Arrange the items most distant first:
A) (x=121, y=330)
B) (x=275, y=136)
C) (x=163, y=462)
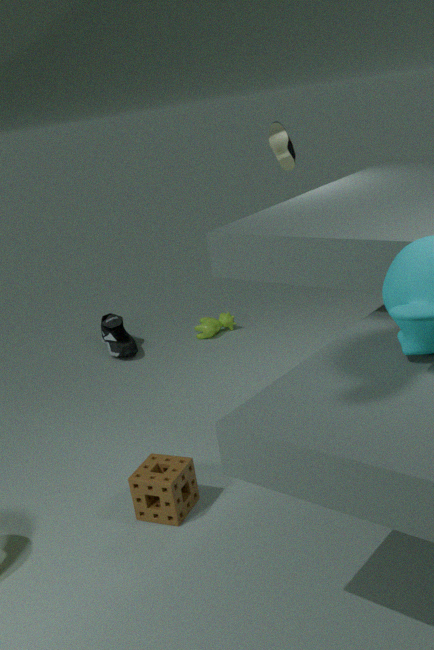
(x=121, y=330) → (x=275, y=136) → (x=163, y=462)
